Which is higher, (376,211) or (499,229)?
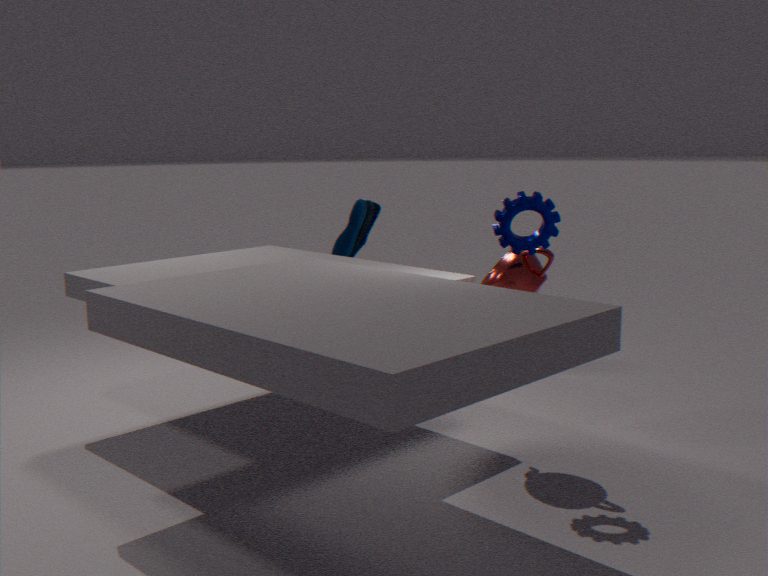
(499,229)
